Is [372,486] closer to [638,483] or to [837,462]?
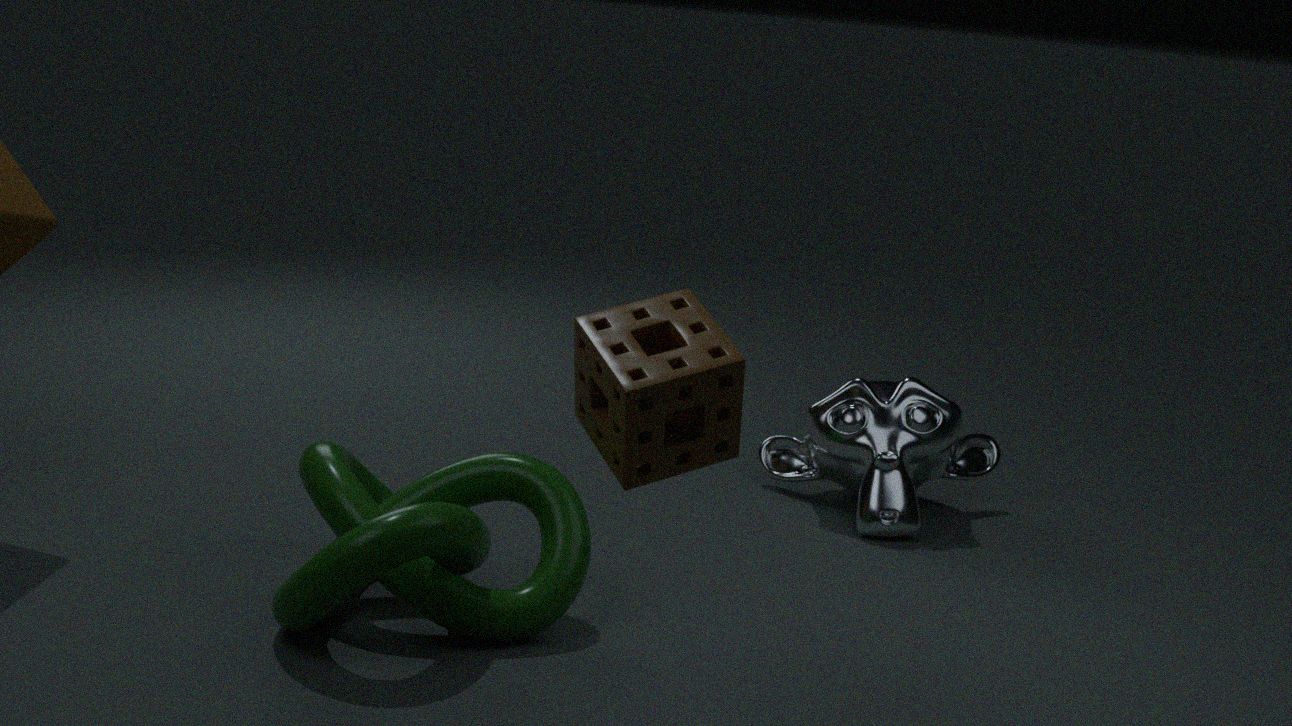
[638,483]
